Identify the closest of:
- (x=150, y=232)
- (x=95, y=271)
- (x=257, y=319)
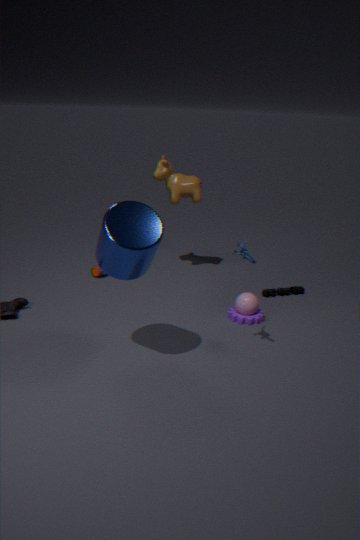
(x=150, y=232)
